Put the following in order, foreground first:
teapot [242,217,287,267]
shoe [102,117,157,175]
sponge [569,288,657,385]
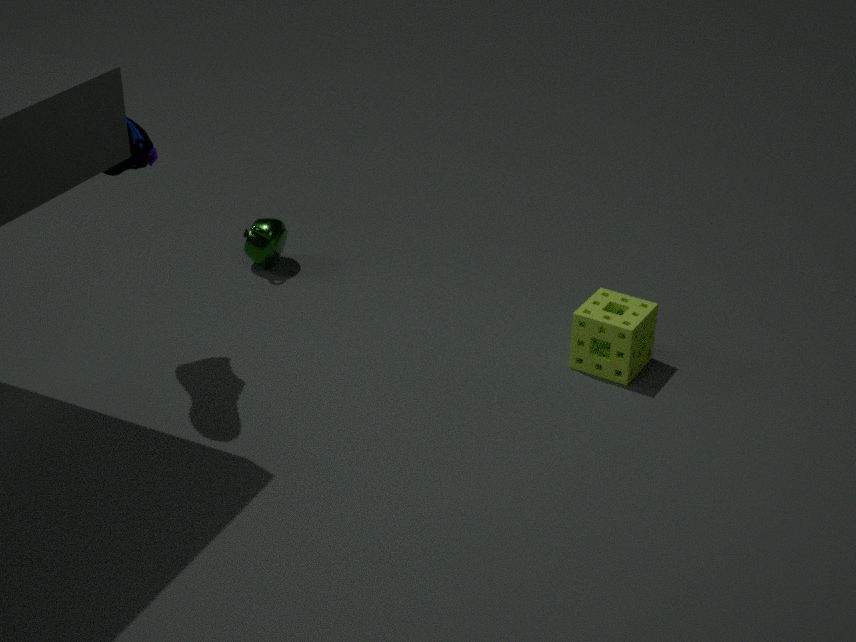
1. shoe [102,117,157,175]
2. sponge [569,288,657,385]
3. teapot [242,217,287,267]
